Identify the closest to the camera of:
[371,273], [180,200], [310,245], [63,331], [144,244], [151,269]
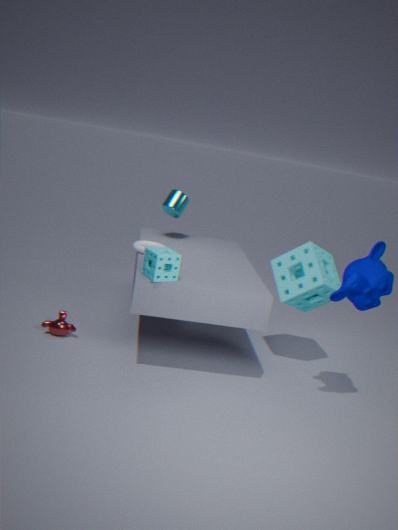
[371,273]
